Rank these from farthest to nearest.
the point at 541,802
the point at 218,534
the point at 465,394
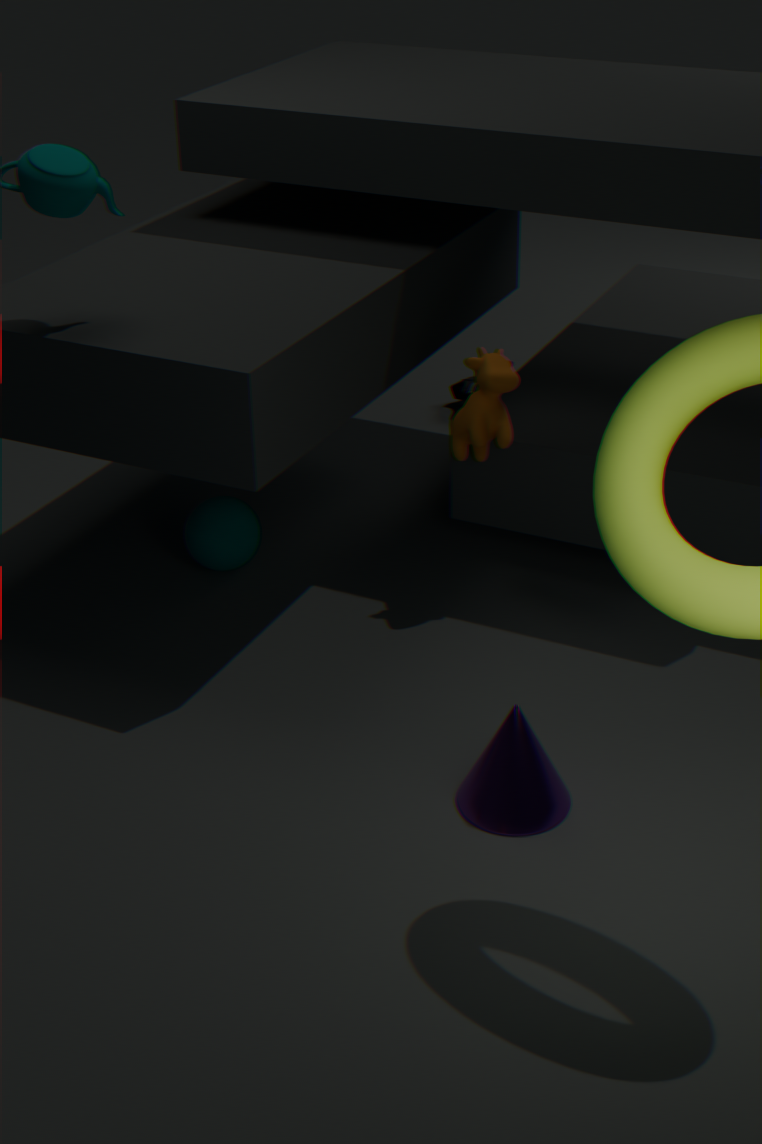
1. the point at 465,394
2. the point at 218,534
3. the point at 541,802
